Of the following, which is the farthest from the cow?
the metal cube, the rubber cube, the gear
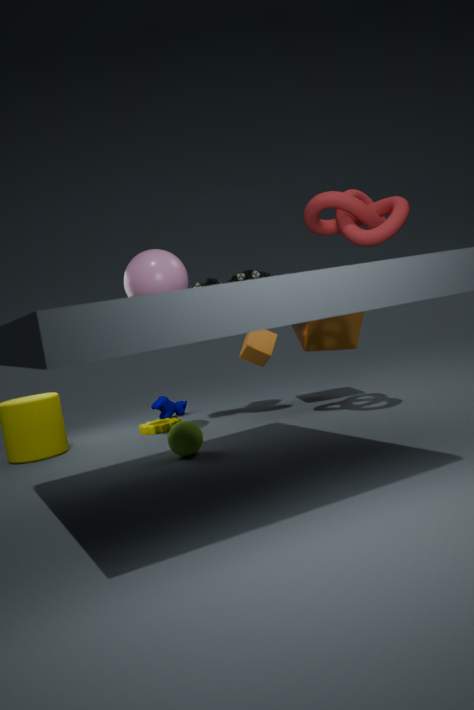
the metal cube
